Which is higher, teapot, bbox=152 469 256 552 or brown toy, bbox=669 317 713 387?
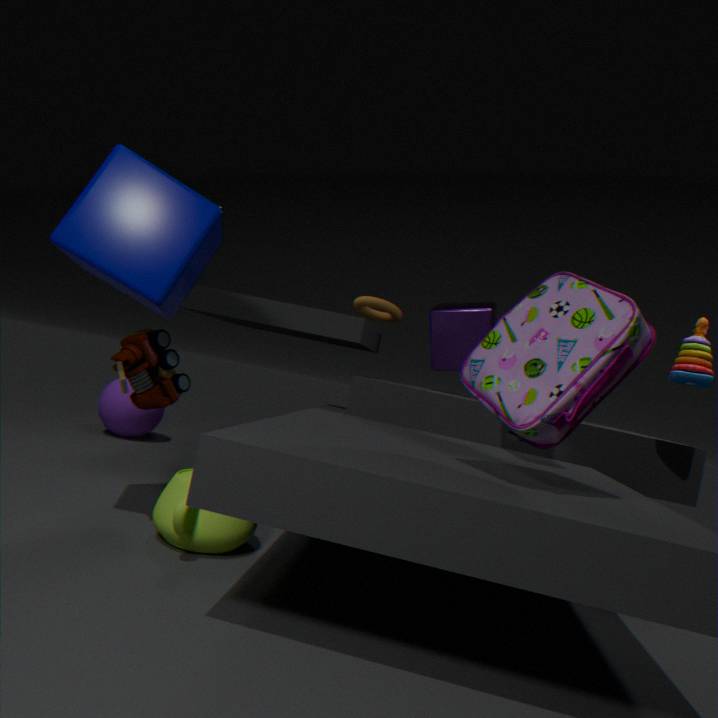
brown toy, bbox=669 317 713 387
